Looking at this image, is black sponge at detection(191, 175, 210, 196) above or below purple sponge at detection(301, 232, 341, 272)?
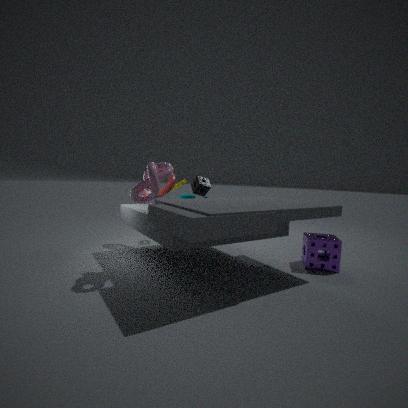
above
